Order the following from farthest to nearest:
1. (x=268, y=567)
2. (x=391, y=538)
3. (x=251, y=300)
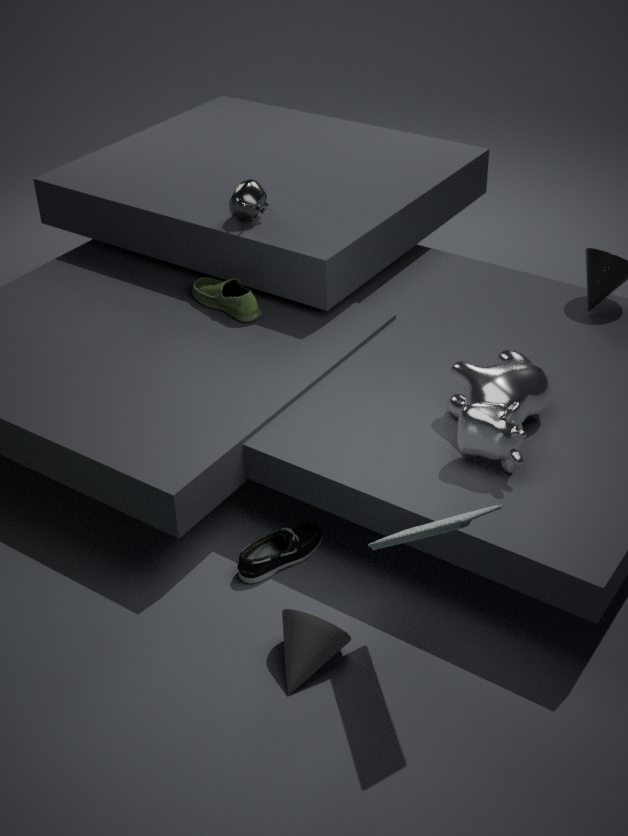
(x=251, y=300) < (x=268, y=567) < (x=391, y=538)
